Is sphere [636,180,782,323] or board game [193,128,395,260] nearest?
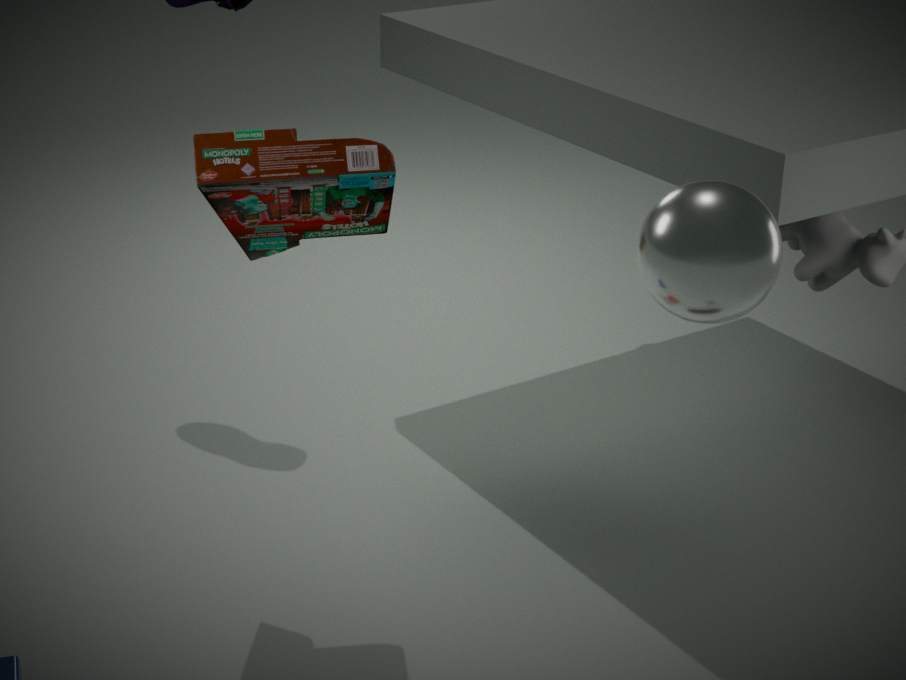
sphere [636,180,782,323]
